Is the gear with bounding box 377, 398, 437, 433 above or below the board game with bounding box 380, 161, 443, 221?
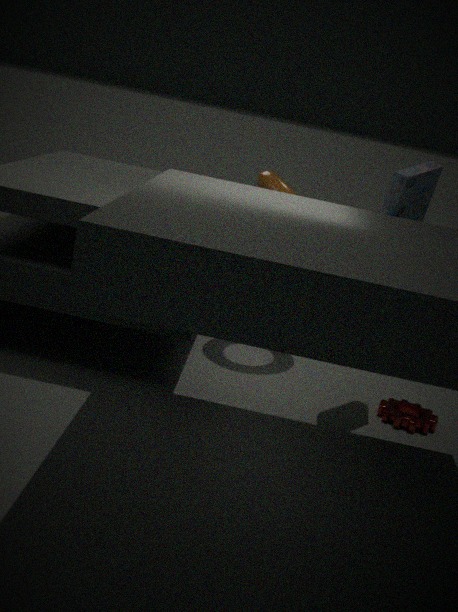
below
